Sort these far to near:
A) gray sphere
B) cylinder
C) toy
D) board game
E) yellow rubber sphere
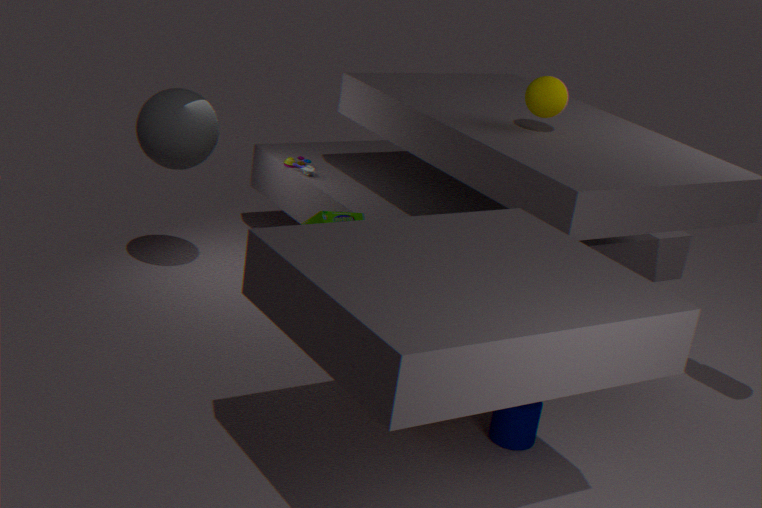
toy < gray sphere < yellow rubber sphere < board game < cylinder
